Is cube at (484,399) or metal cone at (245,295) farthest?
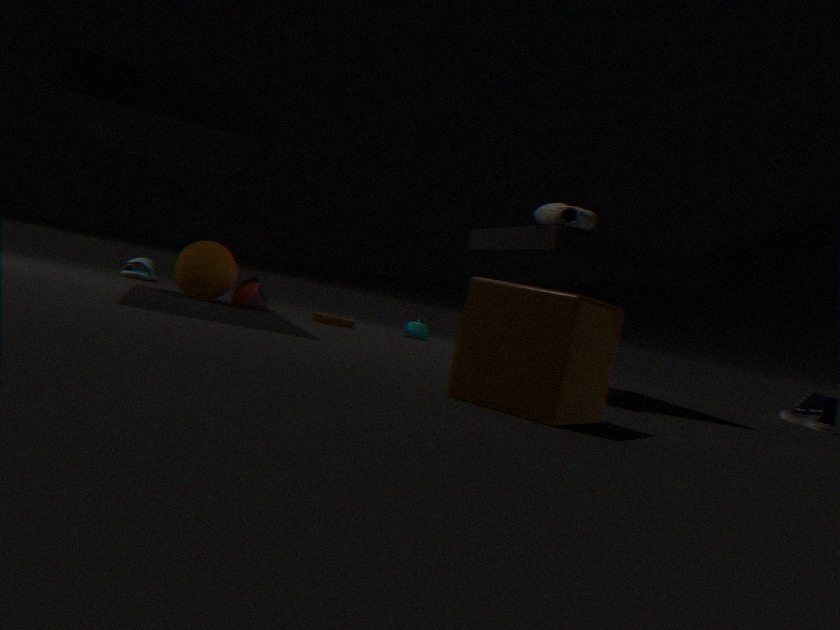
metal cone at (245,295)
